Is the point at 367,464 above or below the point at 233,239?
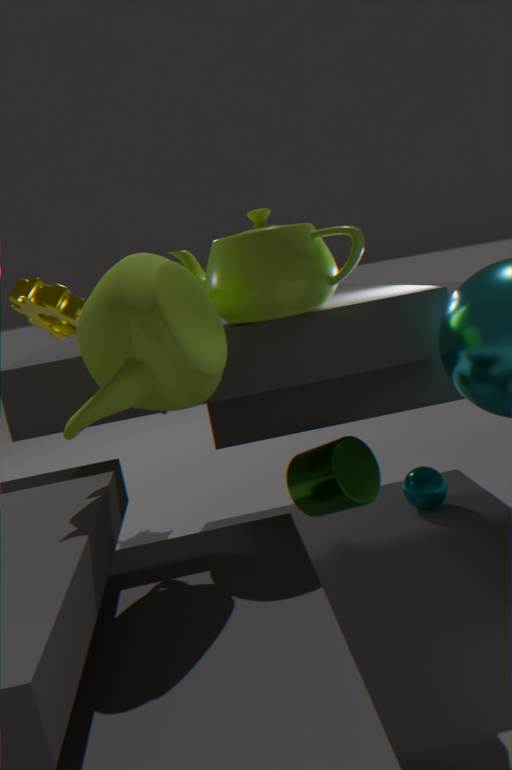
below
